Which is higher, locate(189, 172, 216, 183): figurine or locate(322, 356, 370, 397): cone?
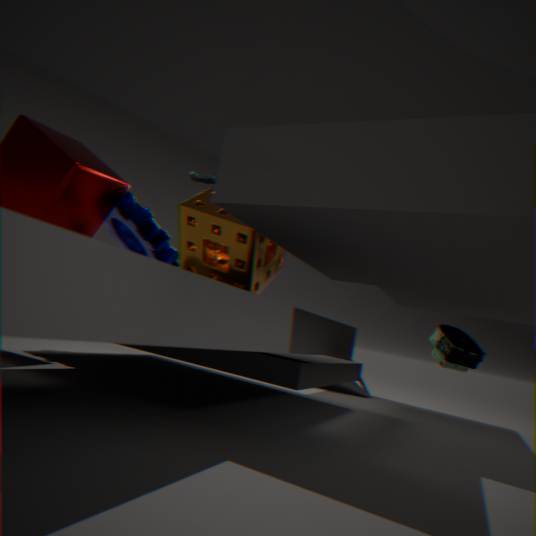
locate(189, 172, 216, 183): figurine
